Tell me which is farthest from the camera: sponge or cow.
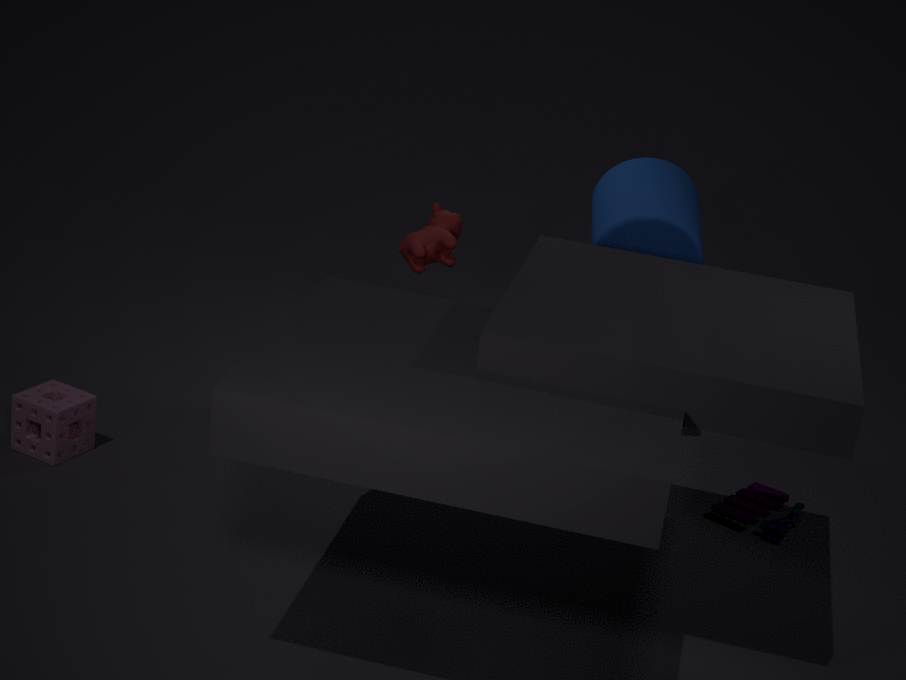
sponge
